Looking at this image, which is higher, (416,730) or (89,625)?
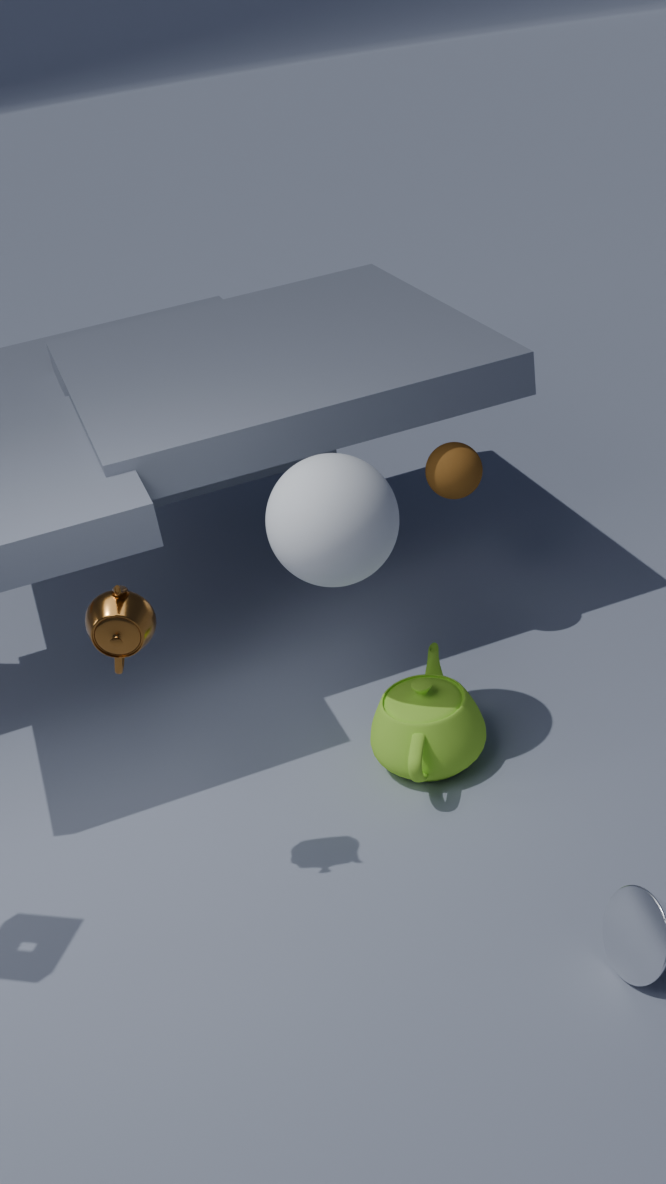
(89,625)
